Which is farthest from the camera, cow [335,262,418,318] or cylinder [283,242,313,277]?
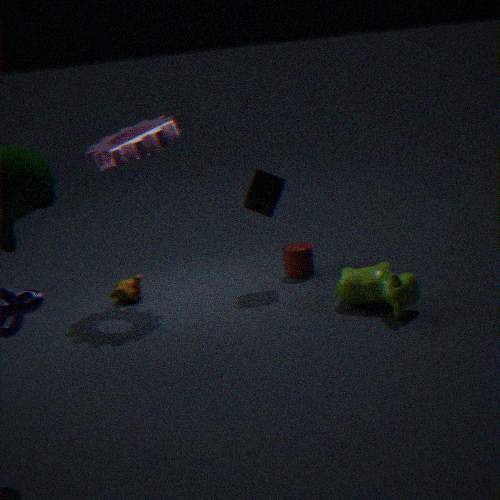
cylinder [283,242,313,277]
